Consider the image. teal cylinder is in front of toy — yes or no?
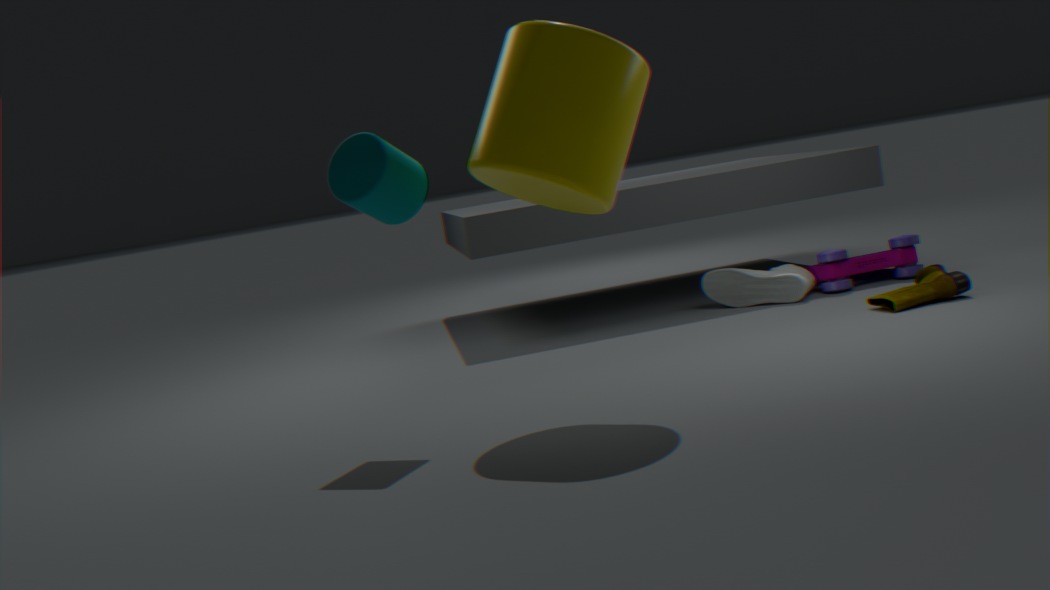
Yes
